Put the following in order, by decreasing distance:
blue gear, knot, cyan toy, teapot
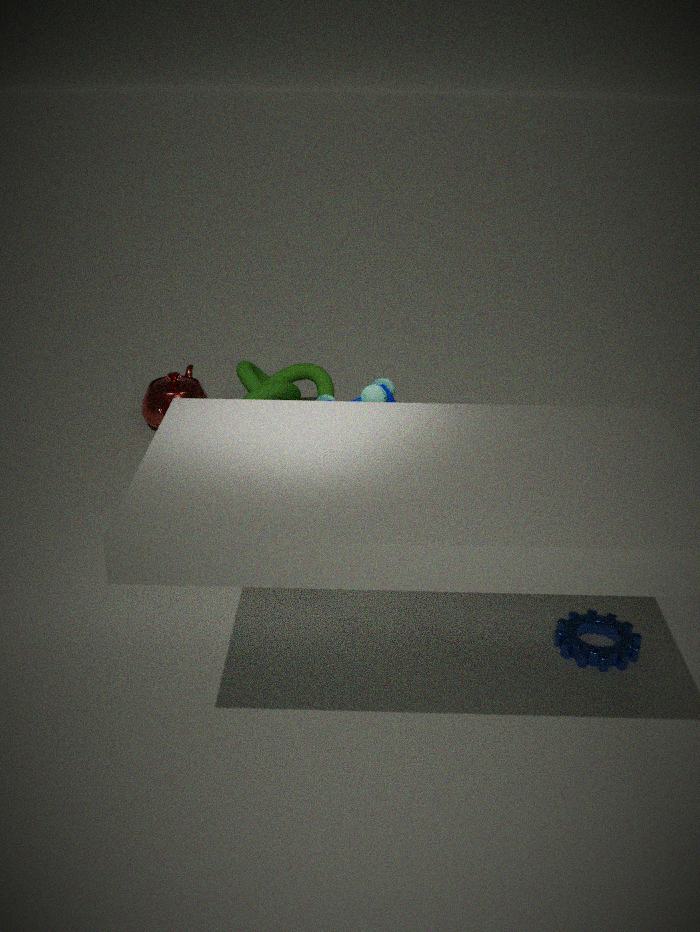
teapot
knot
cyan toy
blue gear
